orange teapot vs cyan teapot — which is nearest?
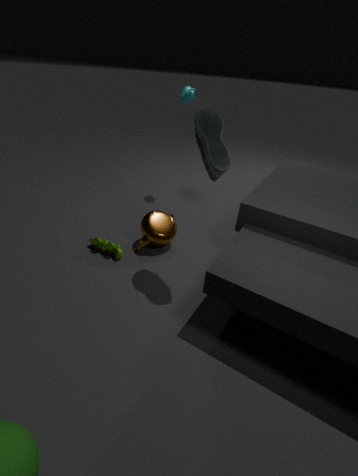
orange teapot
